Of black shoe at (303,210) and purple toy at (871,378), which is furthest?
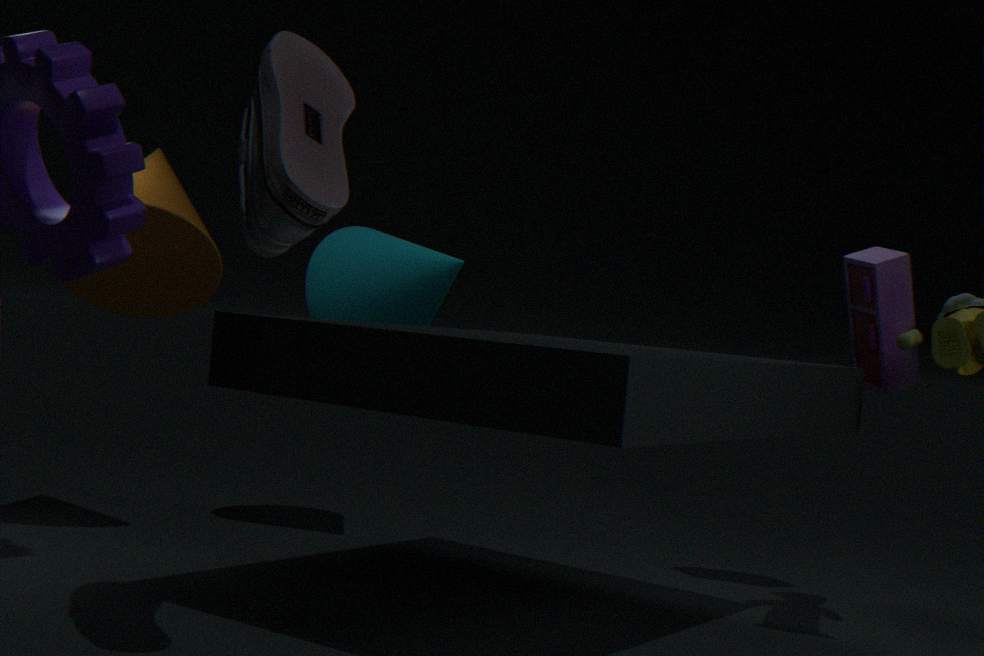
purple toy at (871,378)
